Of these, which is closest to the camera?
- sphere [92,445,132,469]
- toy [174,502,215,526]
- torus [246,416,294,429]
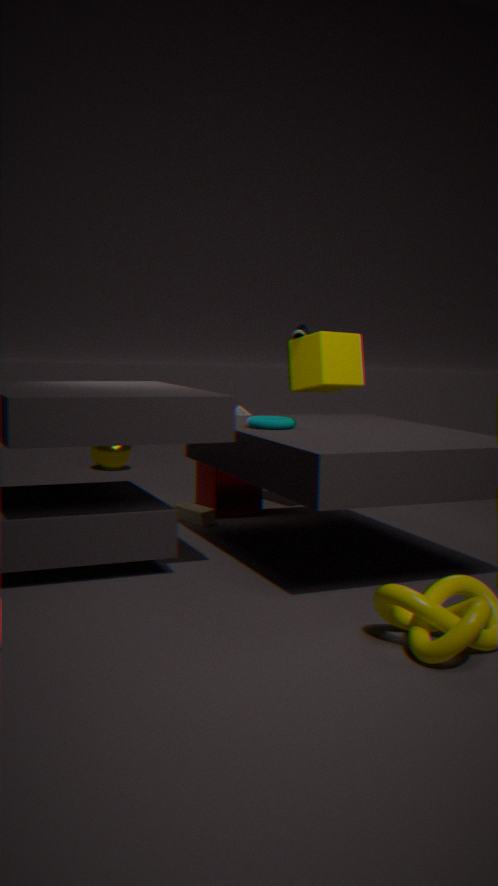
torus [246,416,294,429]
